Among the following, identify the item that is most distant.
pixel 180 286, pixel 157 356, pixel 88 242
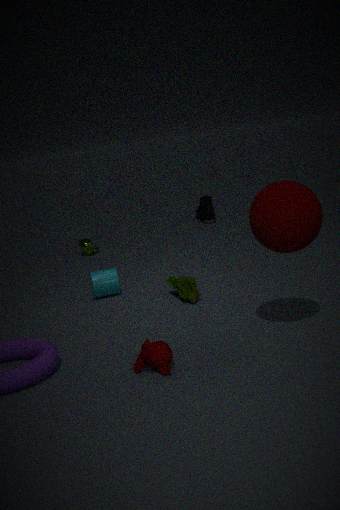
pixel 88 242
